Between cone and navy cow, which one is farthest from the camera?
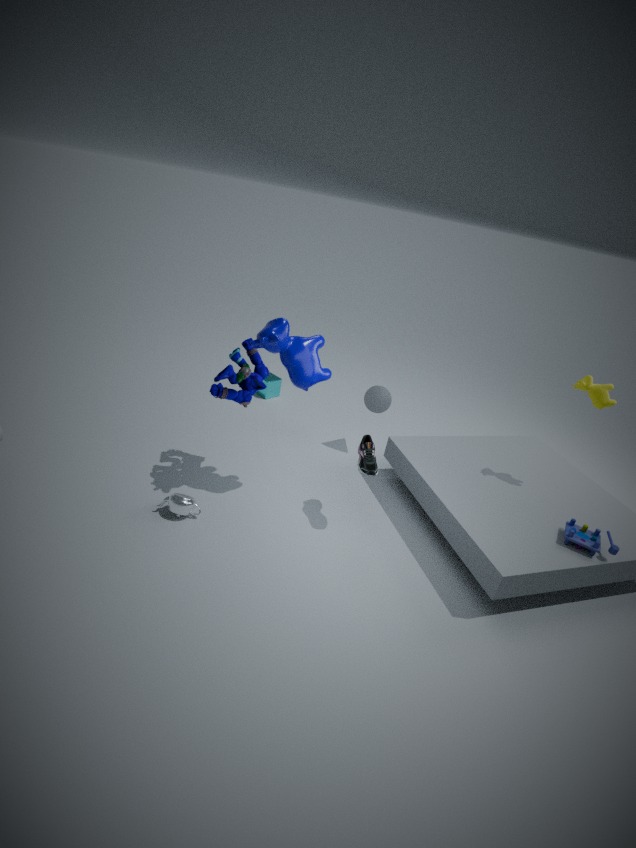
cone
